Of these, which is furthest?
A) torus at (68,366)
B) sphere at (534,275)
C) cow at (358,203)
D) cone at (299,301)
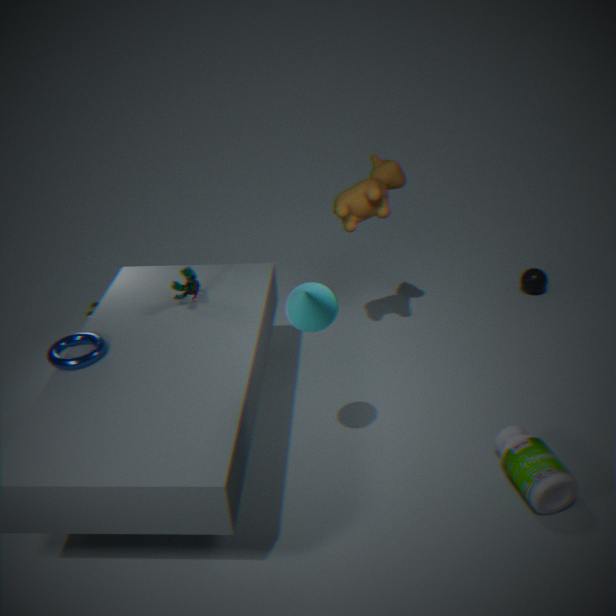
sphere at (534,275)
